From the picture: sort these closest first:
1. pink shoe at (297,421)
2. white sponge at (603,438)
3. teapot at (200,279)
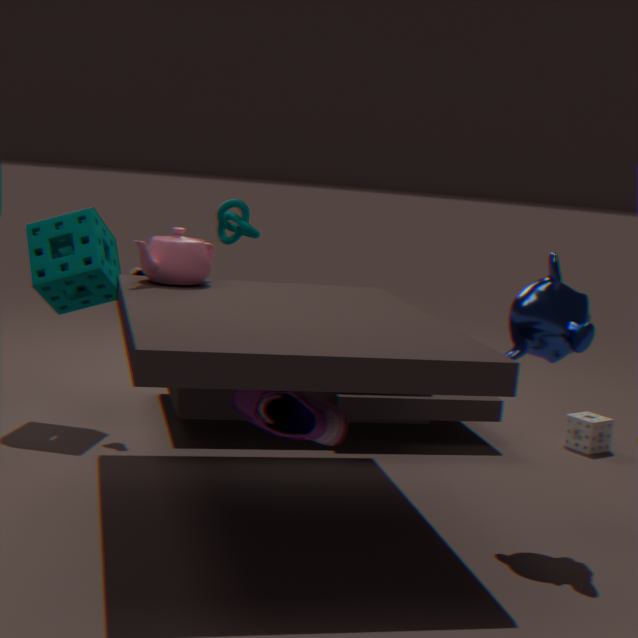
pink shoe at (297,421), teapot at (200,279), white sponge at (603,438)
